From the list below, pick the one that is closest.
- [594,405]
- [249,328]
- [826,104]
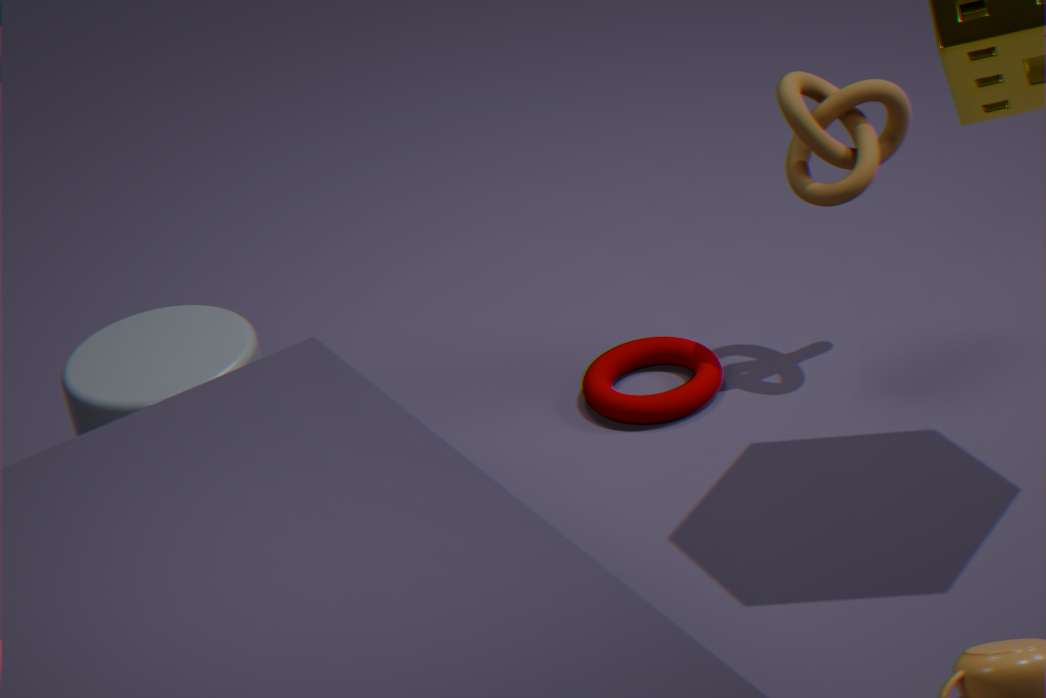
[249,328]
